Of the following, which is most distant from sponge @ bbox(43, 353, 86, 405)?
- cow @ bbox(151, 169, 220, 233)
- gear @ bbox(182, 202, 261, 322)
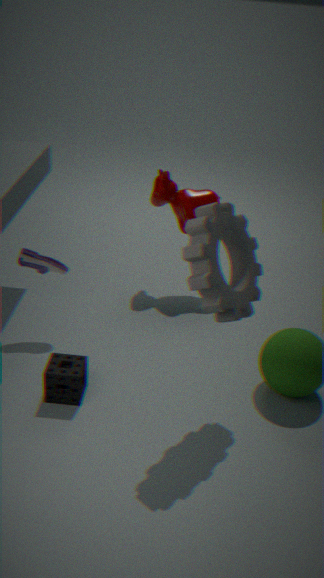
cow @ bbox(151, 169, 220, 233)
